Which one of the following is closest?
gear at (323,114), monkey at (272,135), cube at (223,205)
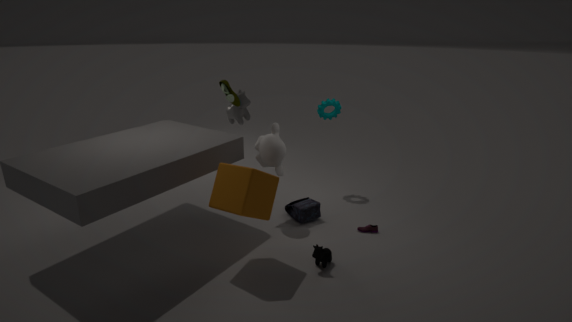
cube at (223,205)
